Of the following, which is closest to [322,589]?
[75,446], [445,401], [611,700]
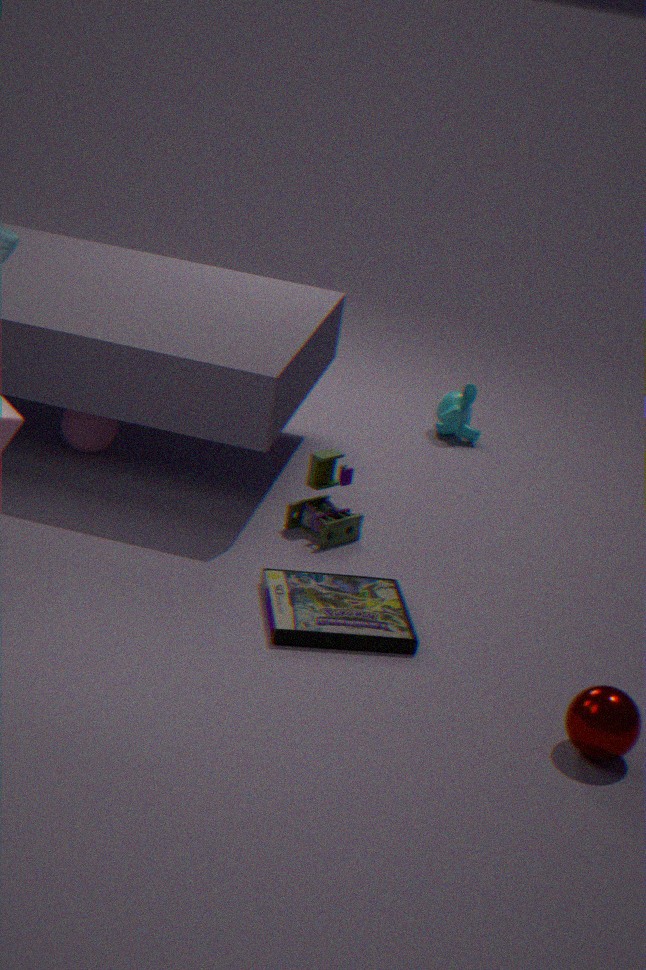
[611,700]
